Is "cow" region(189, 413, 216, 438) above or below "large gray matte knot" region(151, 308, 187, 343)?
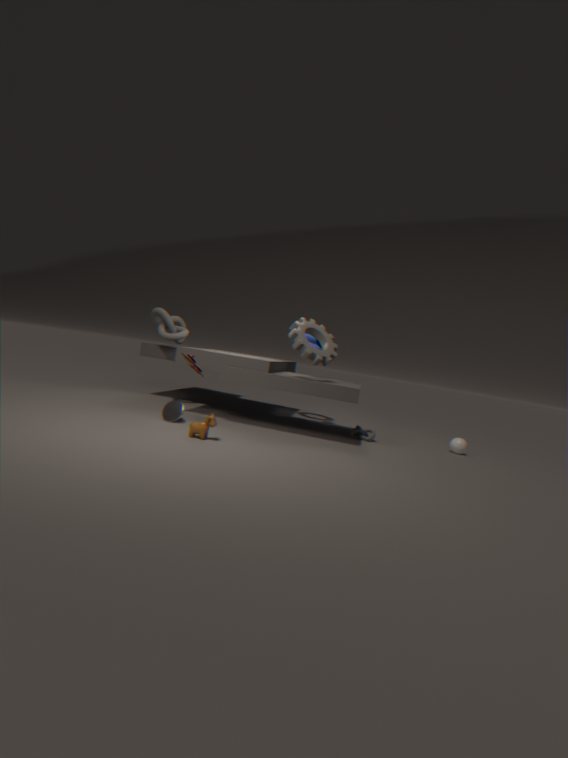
below
